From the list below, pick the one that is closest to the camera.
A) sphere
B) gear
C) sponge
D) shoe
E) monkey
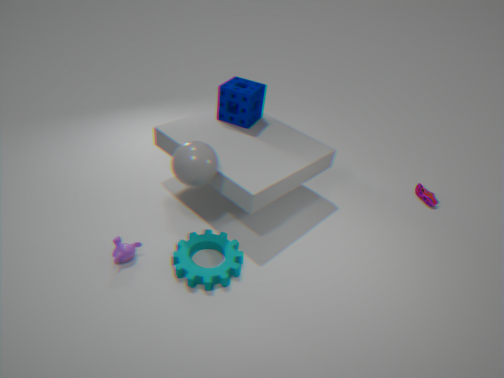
sphere
